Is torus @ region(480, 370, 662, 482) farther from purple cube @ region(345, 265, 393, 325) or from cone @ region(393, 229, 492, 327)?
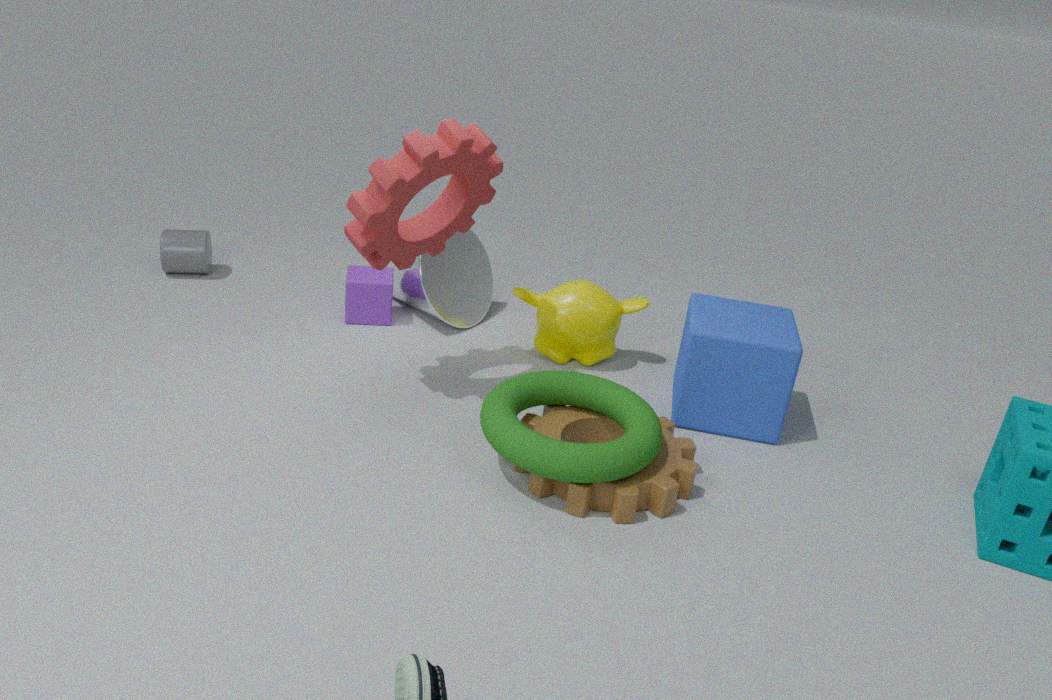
purple cube @ region(345, 265, 393, 325)
